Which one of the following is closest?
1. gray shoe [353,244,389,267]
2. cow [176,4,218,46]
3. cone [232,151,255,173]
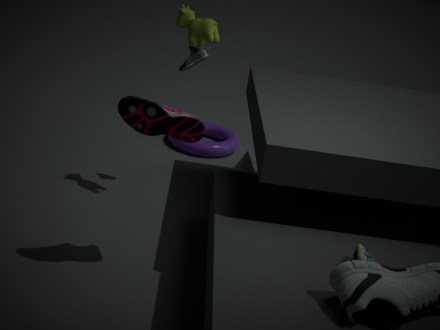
gray shoe [353,244,389,267]
